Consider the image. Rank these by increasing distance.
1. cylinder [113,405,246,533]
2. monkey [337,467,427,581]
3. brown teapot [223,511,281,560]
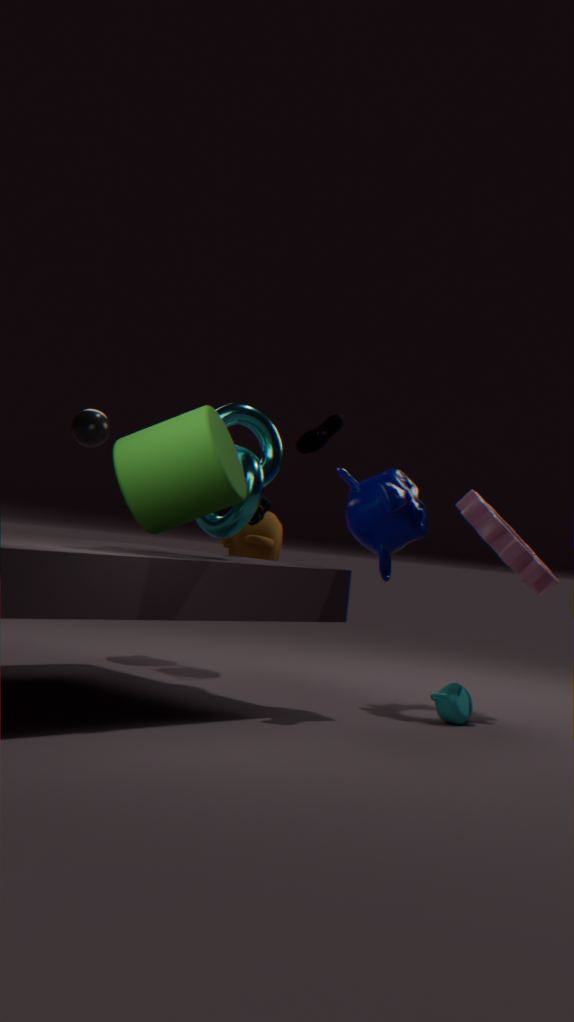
cylinder [113,405,246,533]
monkey [337,467,427,581]
brown teapot [223,511,281,560]
